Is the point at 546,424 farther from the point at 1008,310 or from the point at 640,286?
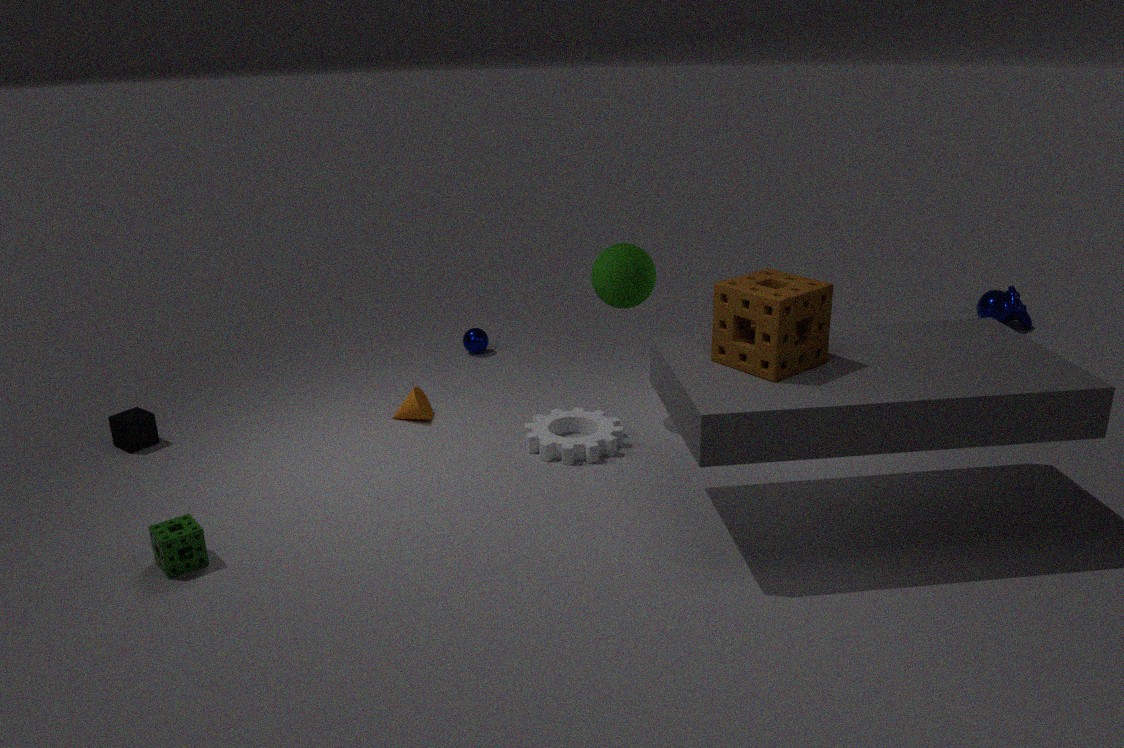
the point at 1008,310
